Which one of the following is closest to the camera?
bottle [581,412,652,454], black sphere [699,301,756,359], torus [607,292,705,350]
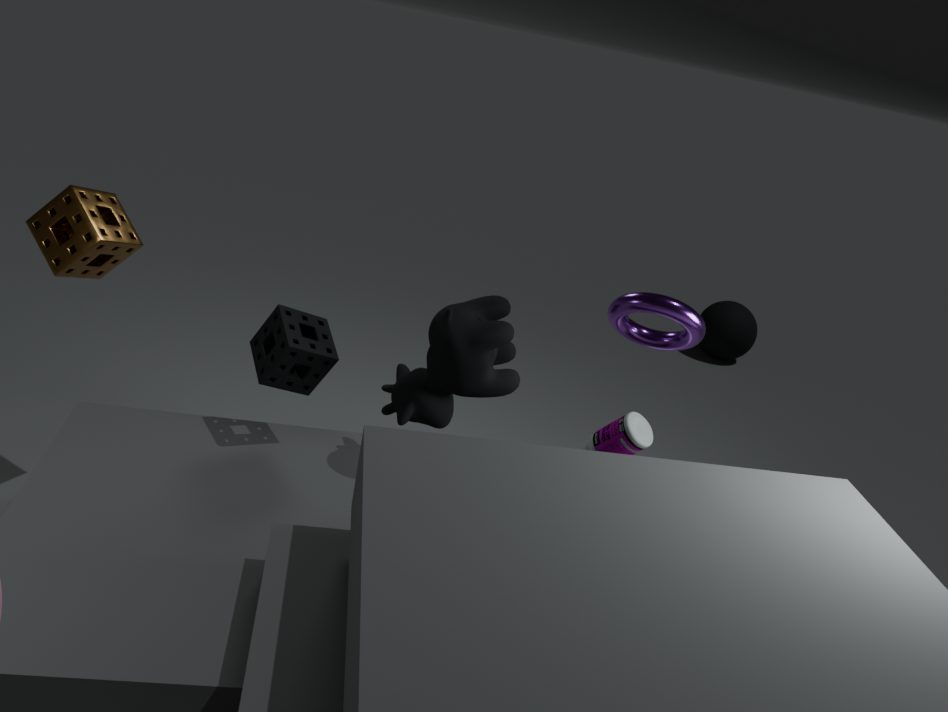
torus [607,292,705,350]
